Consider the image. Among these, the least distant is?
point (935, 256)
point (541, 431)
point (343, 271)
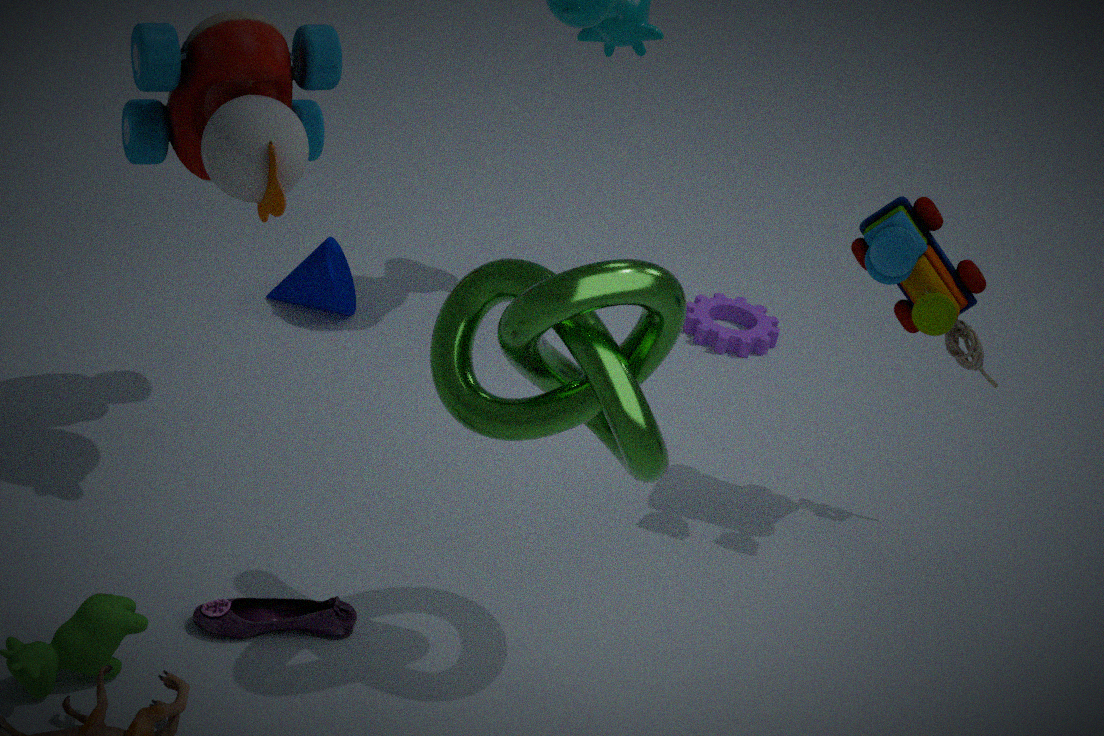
point (541, 431)
